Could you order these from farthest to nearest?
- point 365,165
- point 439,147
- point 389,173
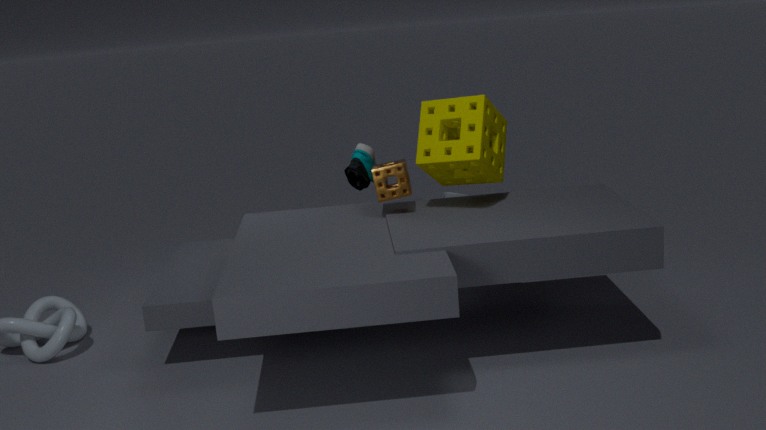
point 365,165, point 389,173, point 439,147
